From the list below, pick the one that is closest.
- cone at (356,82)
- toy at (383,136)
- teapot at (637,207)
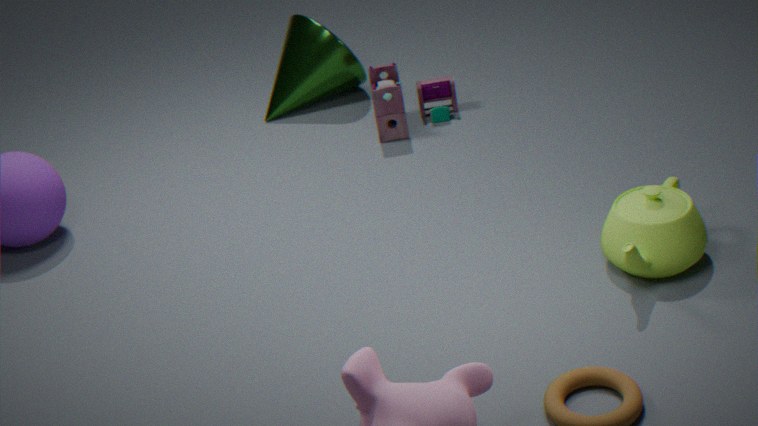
teapot at (637,207)
